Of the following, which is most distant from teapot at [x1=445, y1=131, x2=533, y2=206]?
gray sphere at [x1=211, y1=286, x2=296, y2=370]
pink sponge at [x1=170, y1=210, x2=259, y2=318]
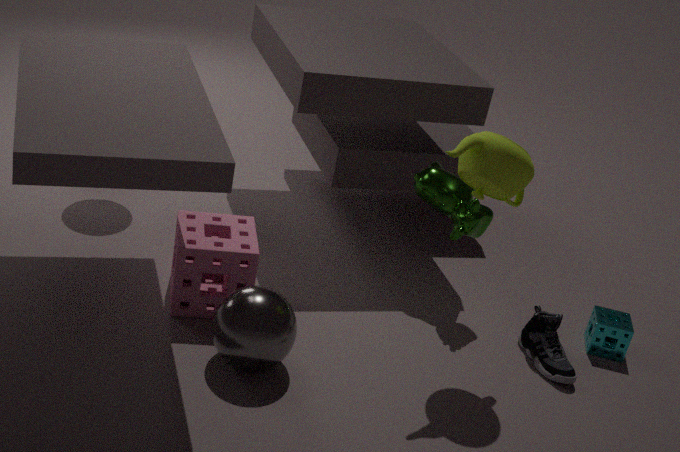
pink sponge at [x1=170, y1=210, x2=259, y2=318]
